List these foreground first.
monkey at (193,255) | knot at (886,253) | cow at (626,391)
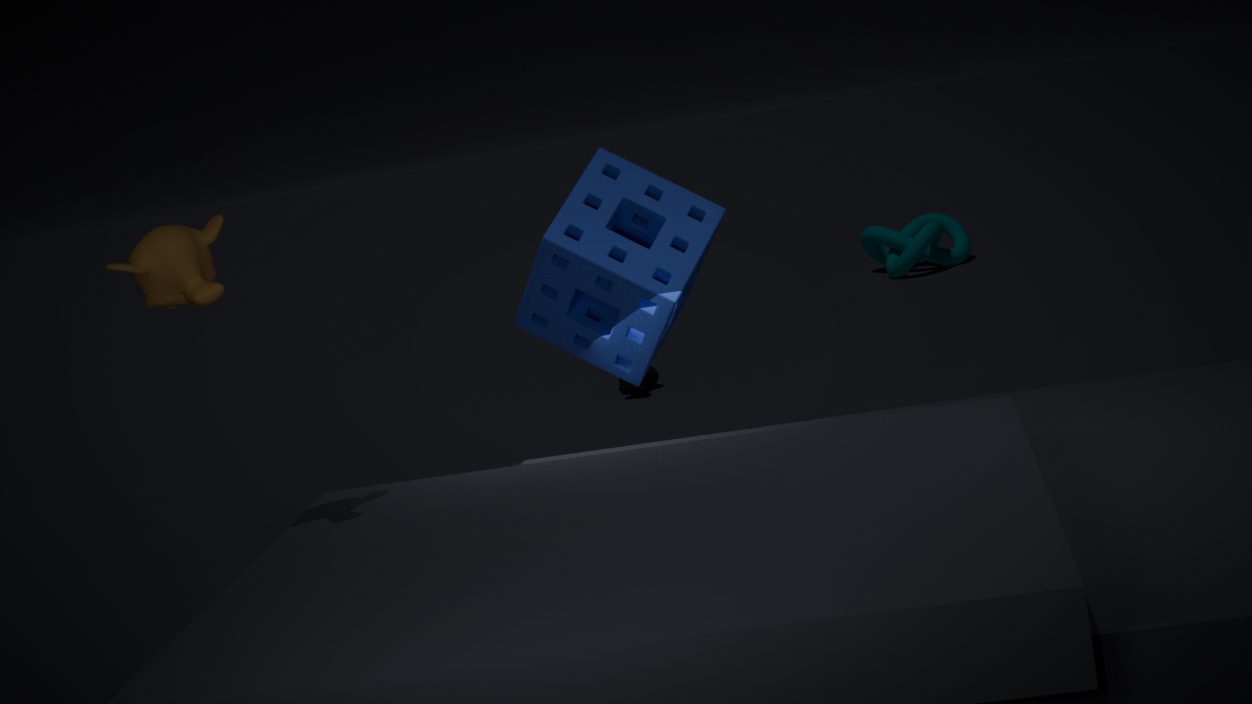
monkey at (193,255), cow at (626,391), knot at (886,253)
